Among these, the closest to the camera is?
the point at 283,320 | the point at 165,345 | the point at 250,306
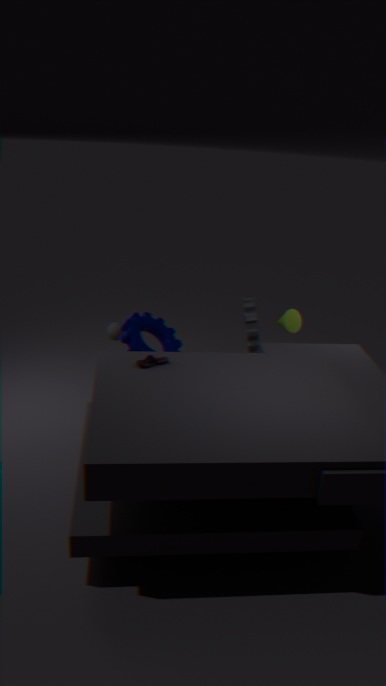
the point at 165,345
